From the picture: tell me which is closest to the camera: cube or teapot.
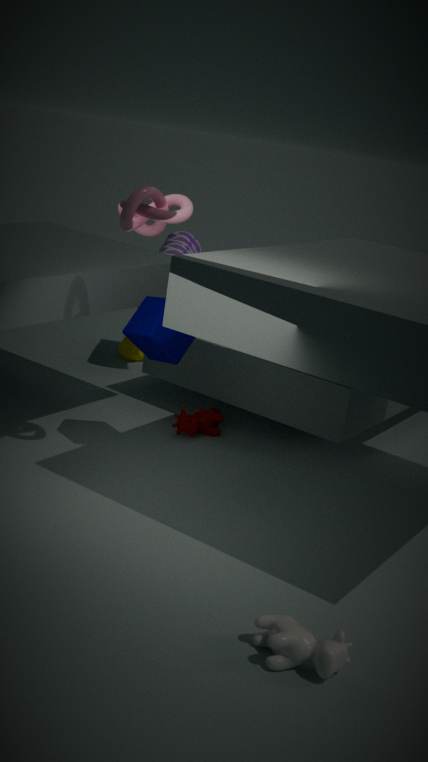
cube
